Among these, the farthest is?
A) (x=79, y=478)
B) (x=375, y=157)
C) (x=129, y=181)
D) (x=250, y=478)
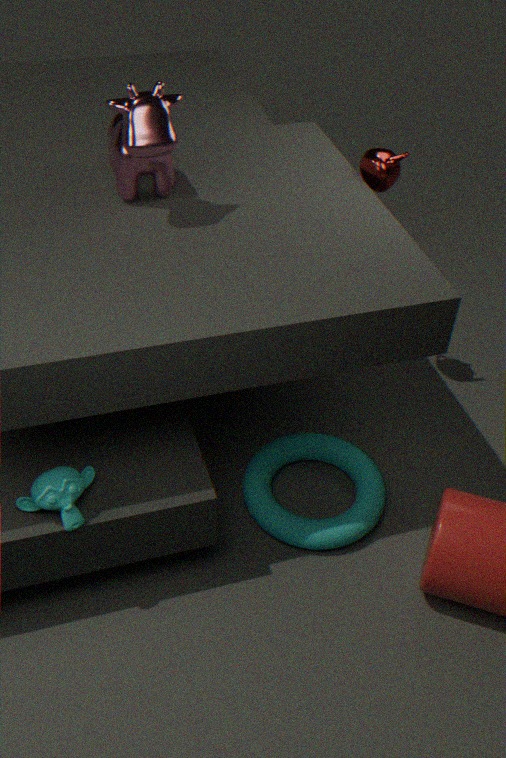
(x=250, y=478)
